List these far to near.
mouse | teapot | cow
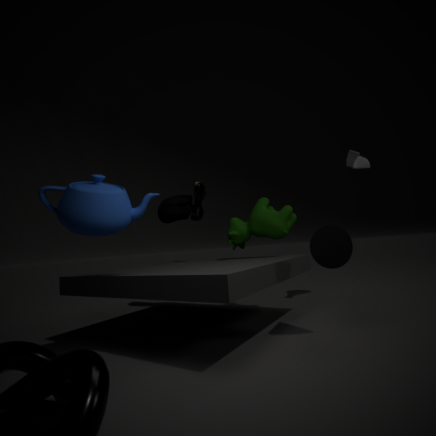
mouse, cow, teapot
